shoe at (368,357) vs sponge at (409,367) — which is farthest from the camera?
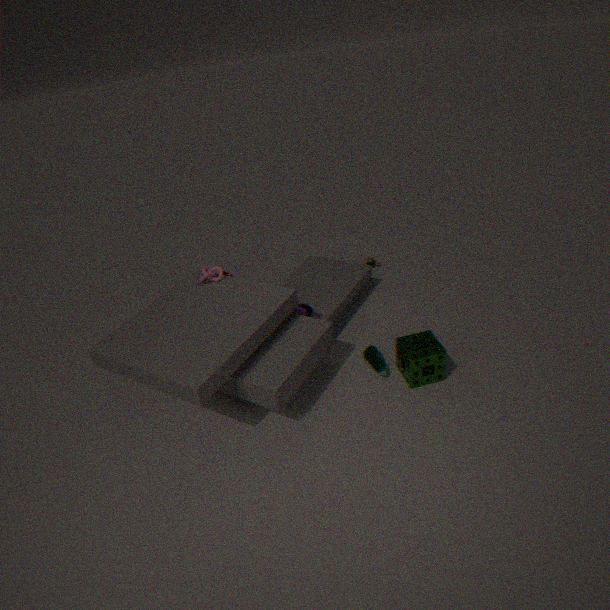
shoe at (368,357)
